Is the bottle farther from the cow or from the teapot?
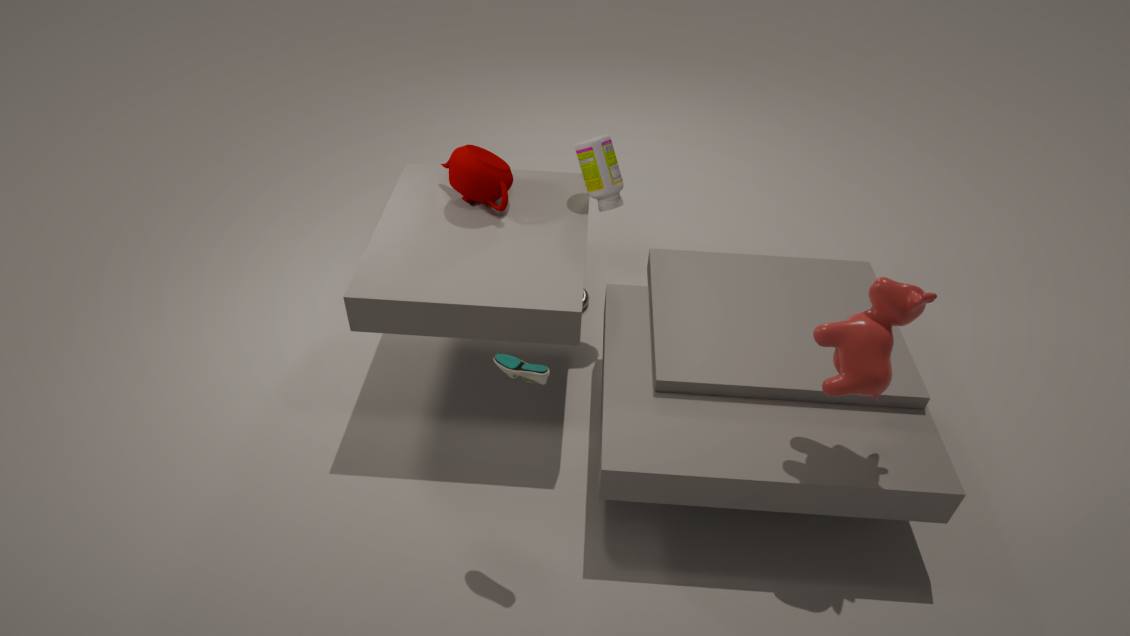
the cow
